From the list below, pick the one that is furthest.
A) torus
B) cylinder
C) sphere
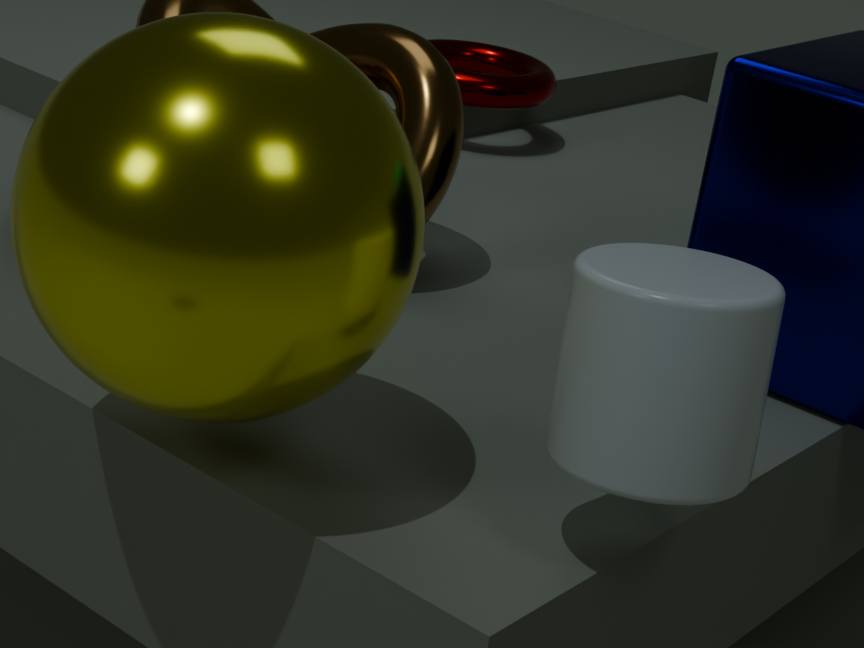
torus
